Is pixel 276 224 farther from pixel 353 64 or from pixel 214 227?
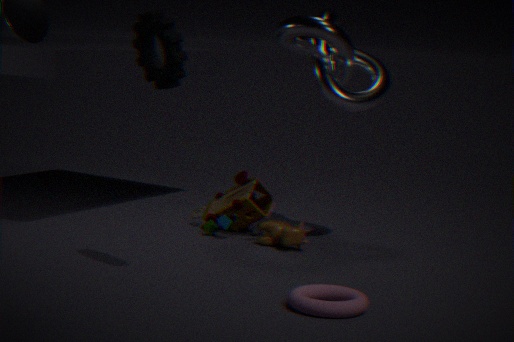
pixel 353 64
